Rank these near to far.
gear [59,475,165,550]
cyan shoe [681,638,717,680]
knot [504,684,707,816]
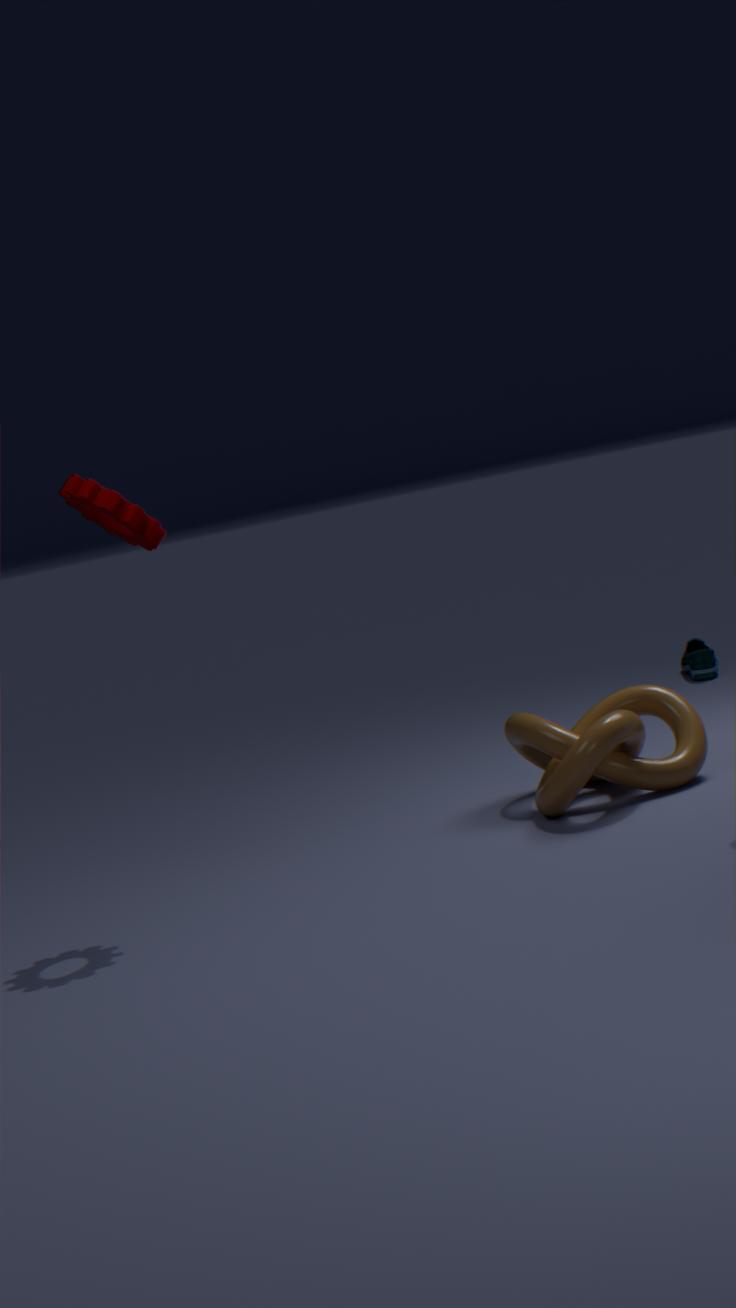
gear [59,475,165,550] → knot [504,684,707,816] → cyan shoe [681,638,717,680]
